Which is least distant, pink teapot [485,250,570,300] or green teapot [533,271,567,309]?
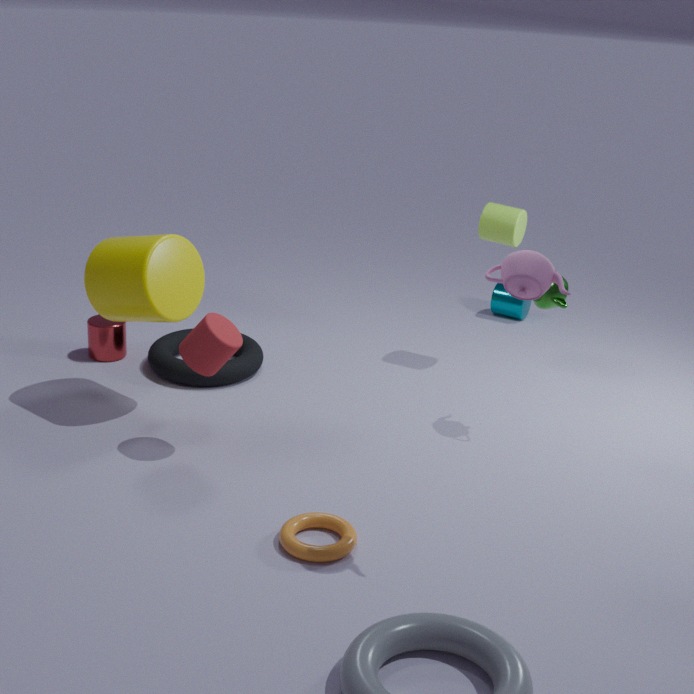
pink teapot [485,250,570,300]
